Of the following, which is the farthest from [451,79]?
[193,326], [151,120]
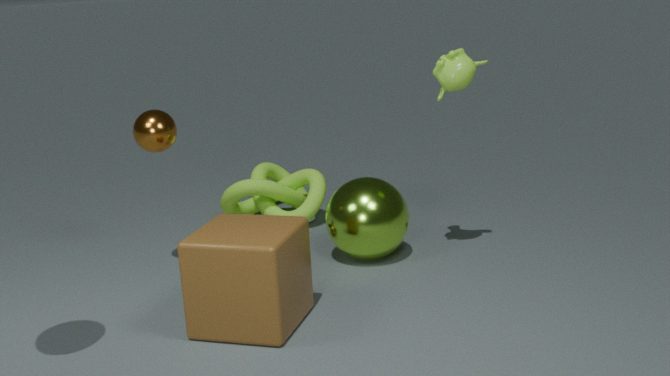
[151,120]
